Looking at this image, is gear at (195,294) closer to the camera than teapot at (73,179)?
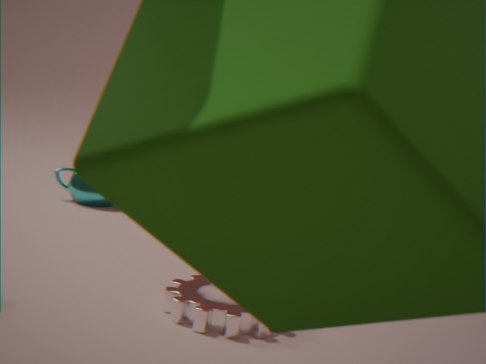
Yes
